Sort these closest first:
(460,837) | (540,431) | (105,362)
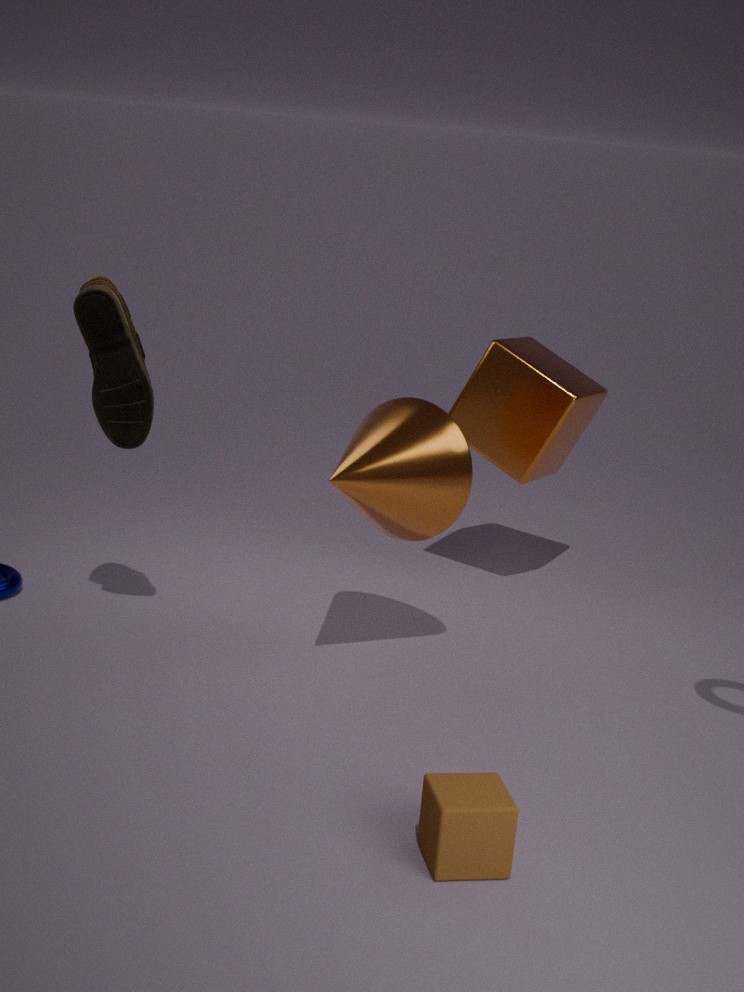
(460,837) → (105,362) → (540,431)
